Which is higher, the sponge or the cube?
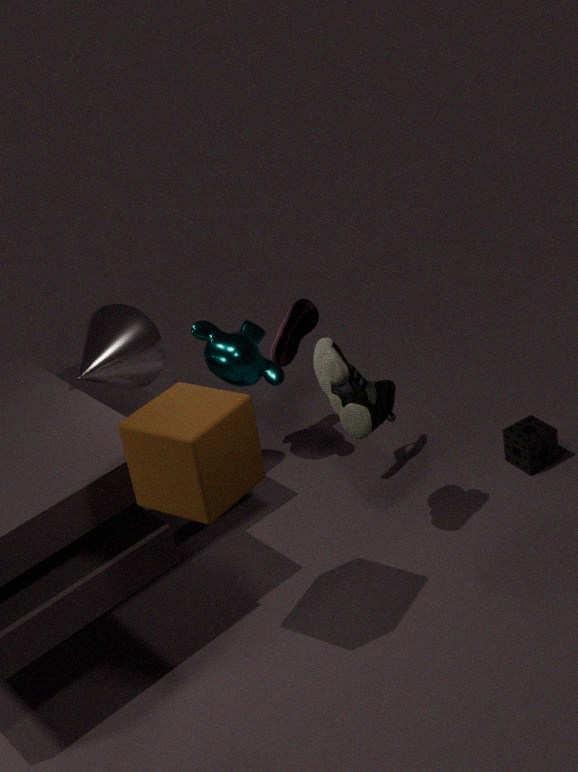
the cube
